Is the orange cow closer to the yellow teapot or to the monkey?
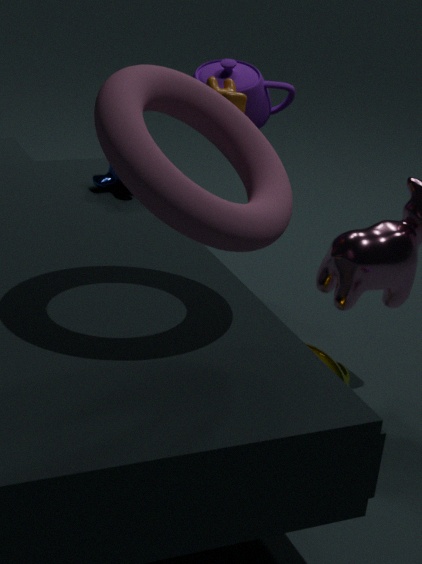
the monkey
